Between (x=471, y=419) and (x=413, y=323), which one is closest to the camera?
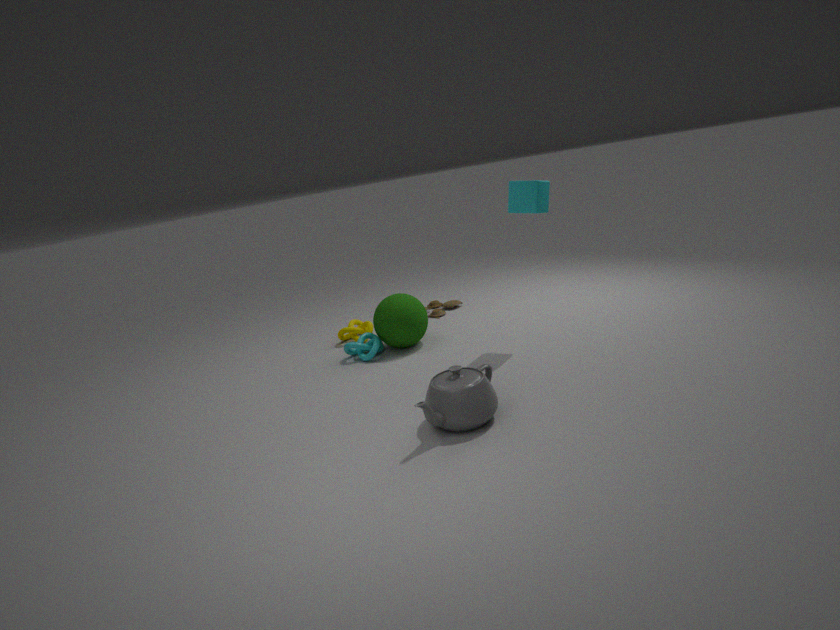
(x=471, y=419)
